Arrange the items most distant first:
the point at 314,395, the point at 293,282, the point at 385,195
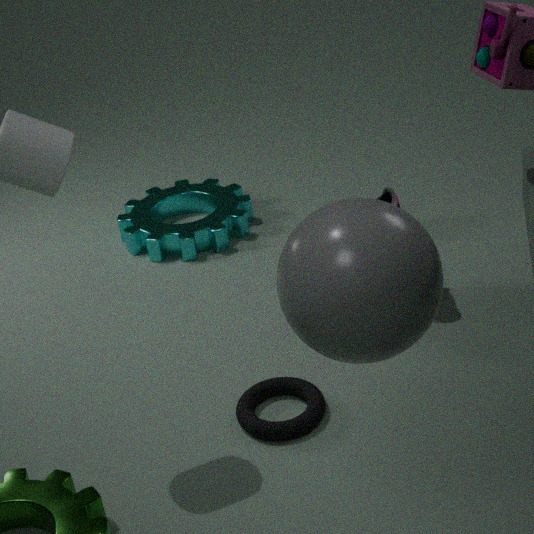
the point at 385,195, the point at 314,395, the point at 293,282
